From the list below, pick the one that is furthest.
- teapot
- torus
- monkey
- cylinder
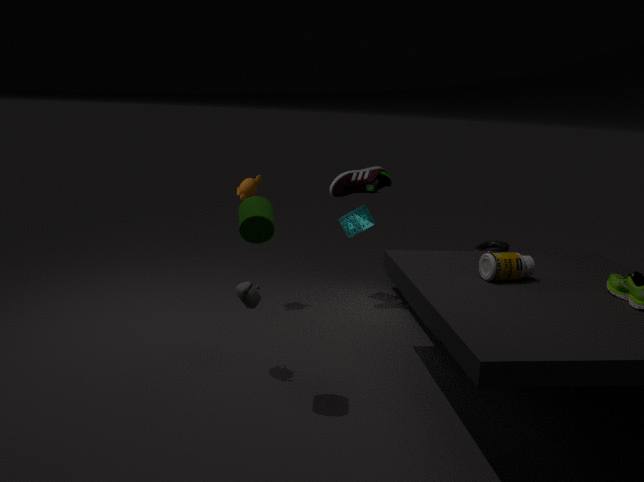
torus
